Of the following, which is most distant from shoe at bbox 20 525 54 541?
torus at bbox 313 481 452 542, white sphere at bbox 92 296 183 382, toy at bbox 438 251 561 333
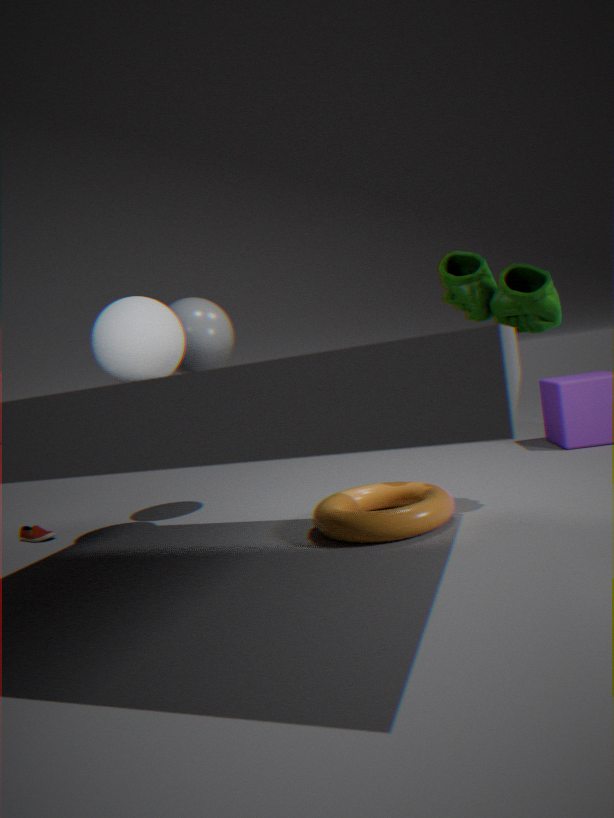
toy at bbox 438 251 561 333
